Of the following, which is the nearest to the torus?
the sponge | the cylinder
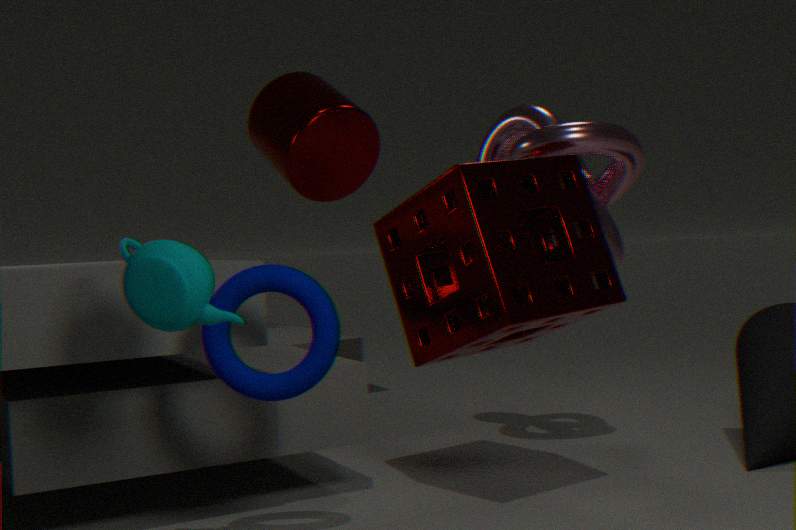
the sponge
